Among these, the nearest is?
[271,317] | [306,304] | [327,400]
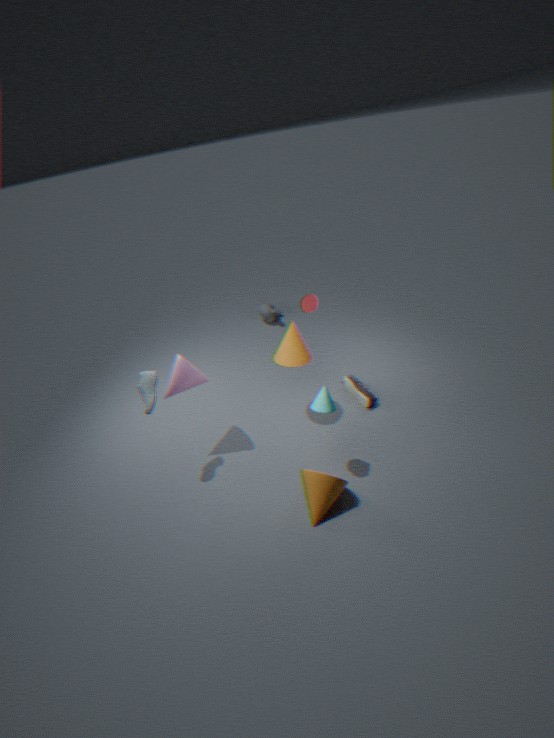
[327,400]
